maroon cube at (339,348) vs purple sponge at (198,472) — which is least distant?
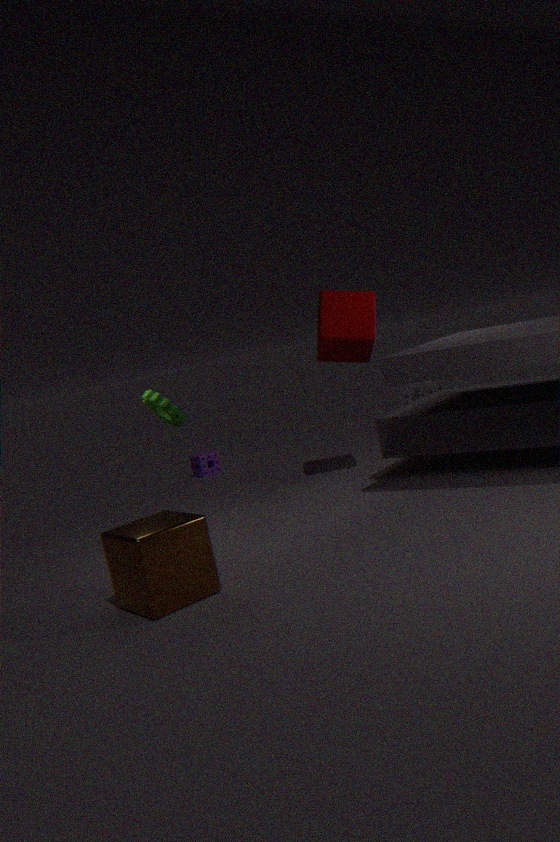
maroon cube at (339,348)
